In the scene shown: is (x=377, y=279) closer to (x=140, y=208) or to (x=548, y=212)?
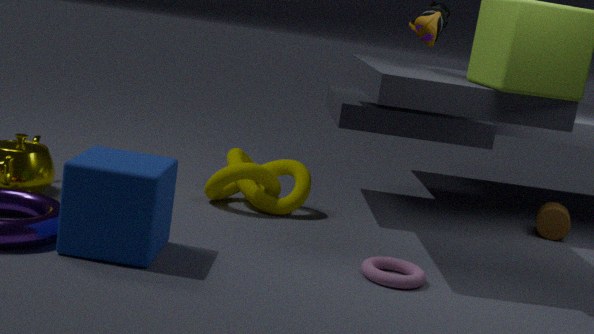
(x=140, y=208)
